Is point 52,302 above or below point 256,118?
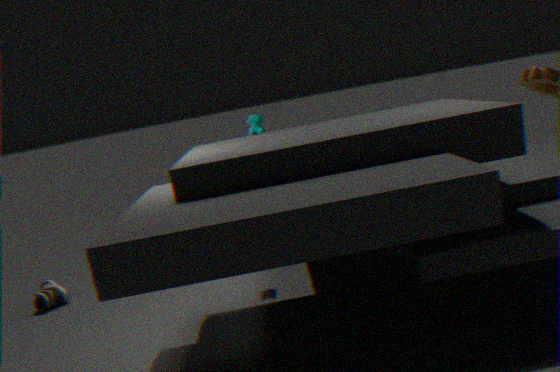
A: below
